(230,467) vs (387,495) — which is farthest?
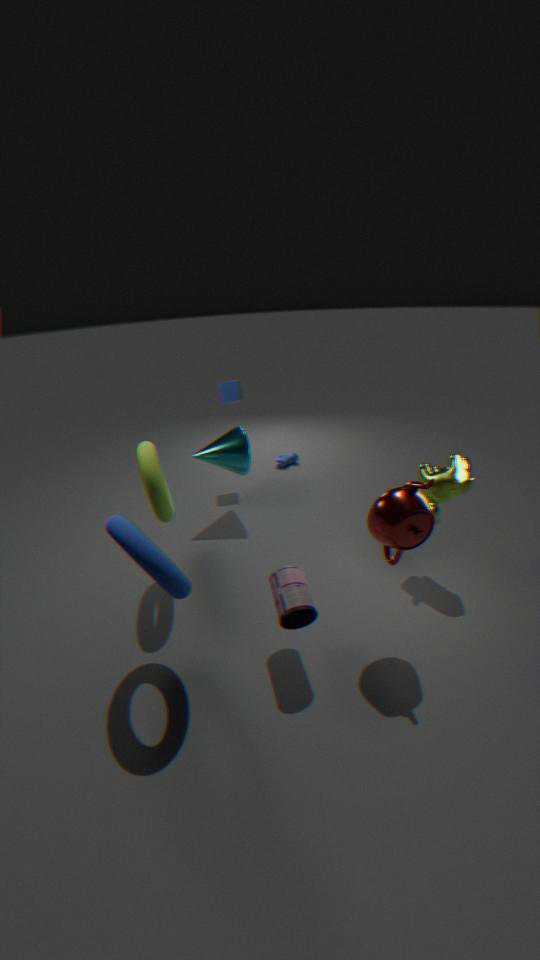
(230,467)
